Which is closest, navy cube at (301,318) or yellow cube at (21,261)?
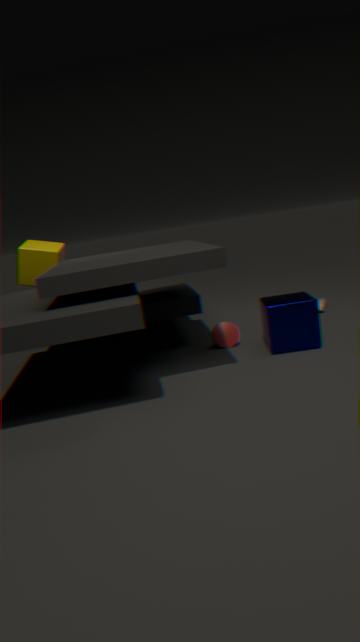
navy cube at (301,318)
